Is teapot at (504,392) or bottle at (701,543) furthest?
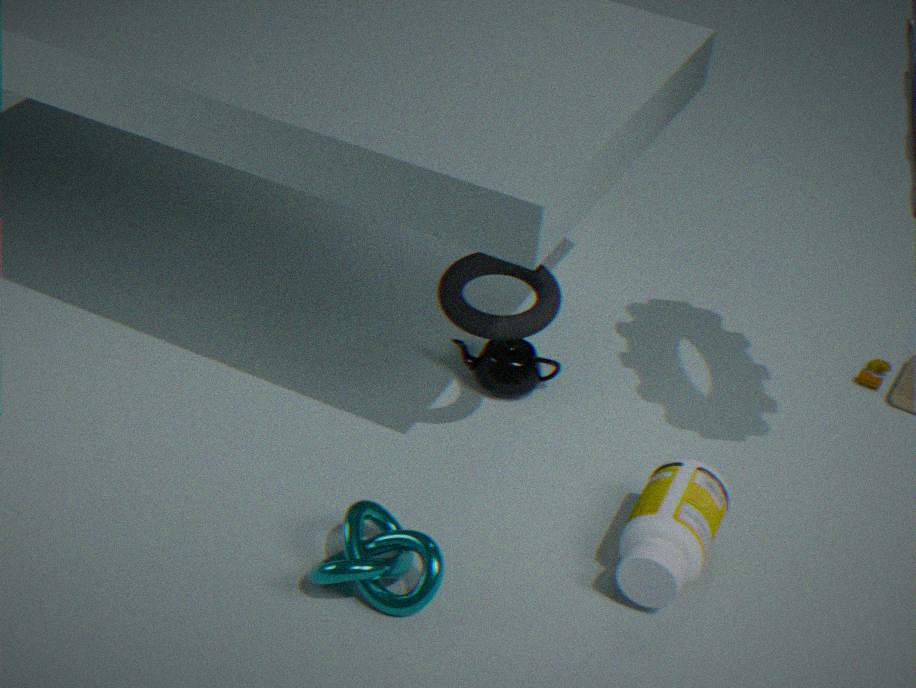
teapot at (504,392)
